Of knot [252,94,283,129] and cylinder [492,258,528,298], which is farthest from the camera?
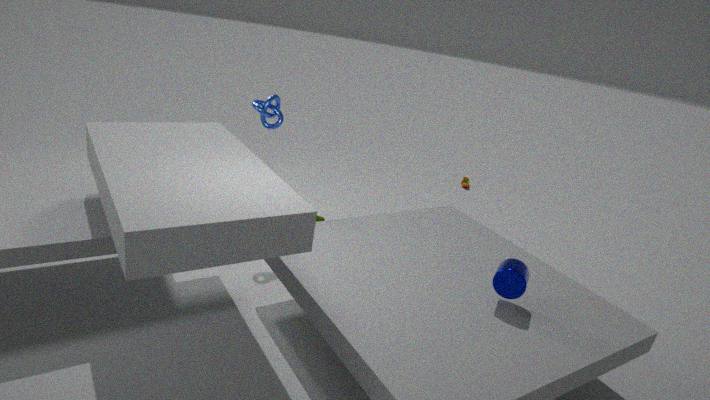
knot [252,94,283,129]
